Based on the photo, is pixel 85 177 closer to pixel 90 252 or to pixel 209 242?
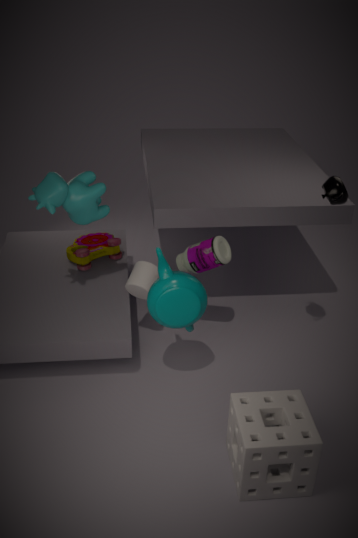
pixel 90 252
